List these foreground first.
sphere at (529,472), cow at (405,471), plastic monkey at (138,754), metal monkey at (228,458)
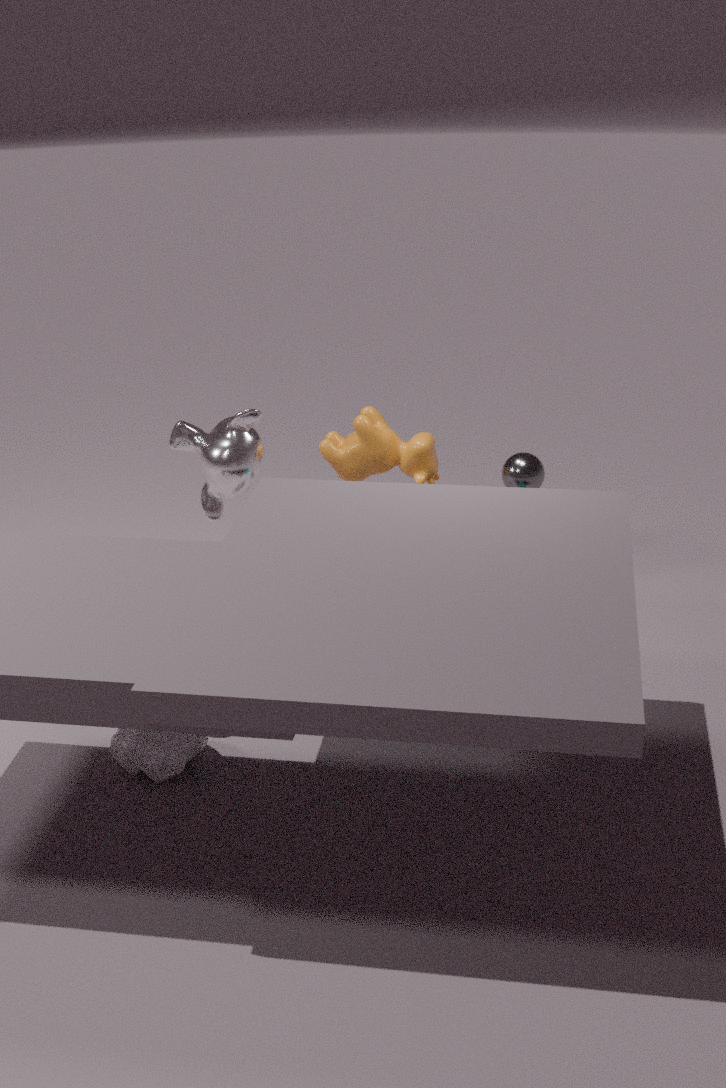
1. plastic monkey at (138,754)
2. metal monkey at (228,458)
3. sphere at (529,472)
4. cow at (405,471)
